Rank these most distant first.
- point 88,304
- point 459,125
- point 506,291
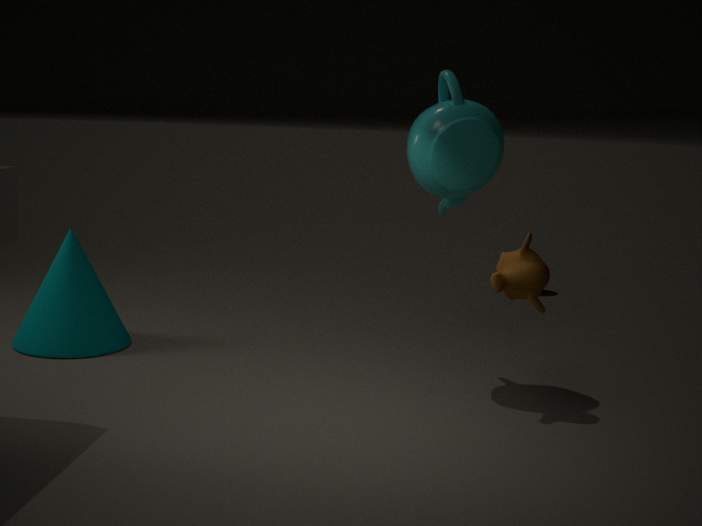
point 88,304 < point 459,125 < point 506,291
